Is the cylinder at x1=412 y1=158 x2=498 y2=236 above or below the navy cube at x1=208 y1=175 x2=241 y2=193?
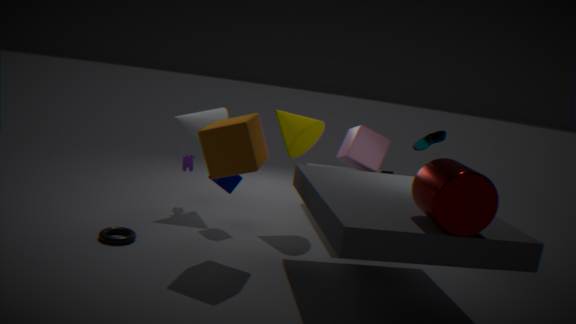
above
